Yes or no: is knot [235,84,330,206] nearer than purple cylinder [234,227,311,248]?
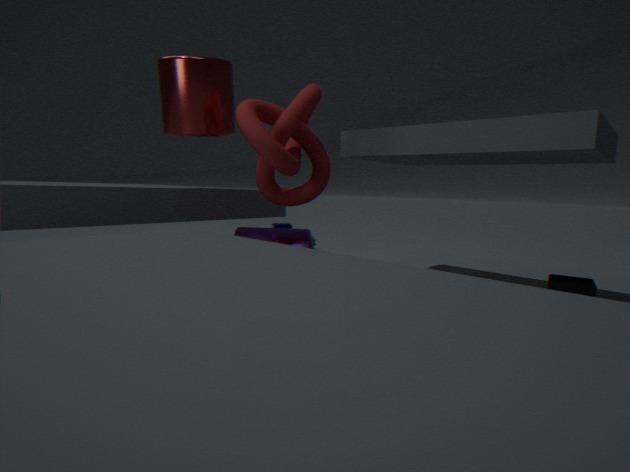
Yes
